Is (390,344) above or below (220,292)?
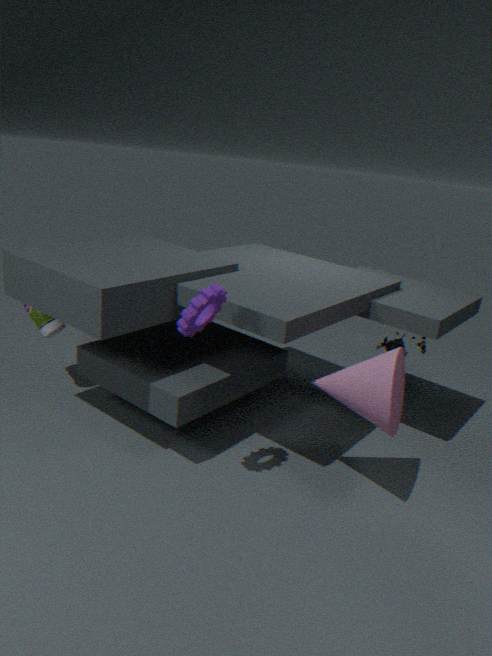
→ below
